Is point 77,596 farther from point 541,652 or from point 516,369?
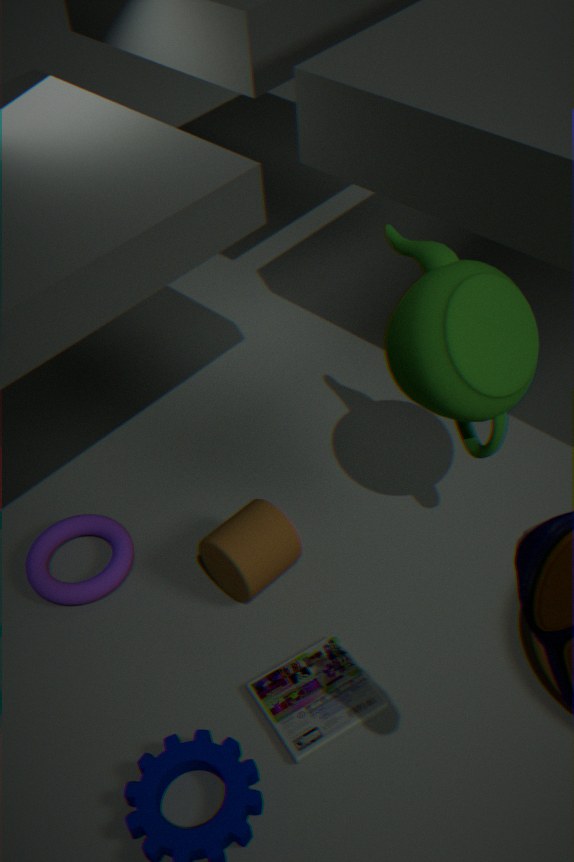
point 541,652
